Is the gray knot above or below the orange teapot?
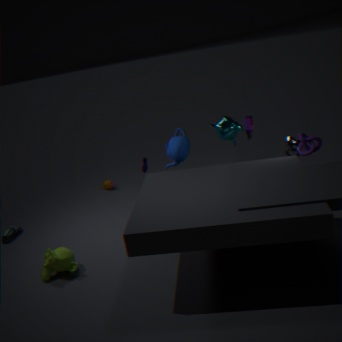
above
